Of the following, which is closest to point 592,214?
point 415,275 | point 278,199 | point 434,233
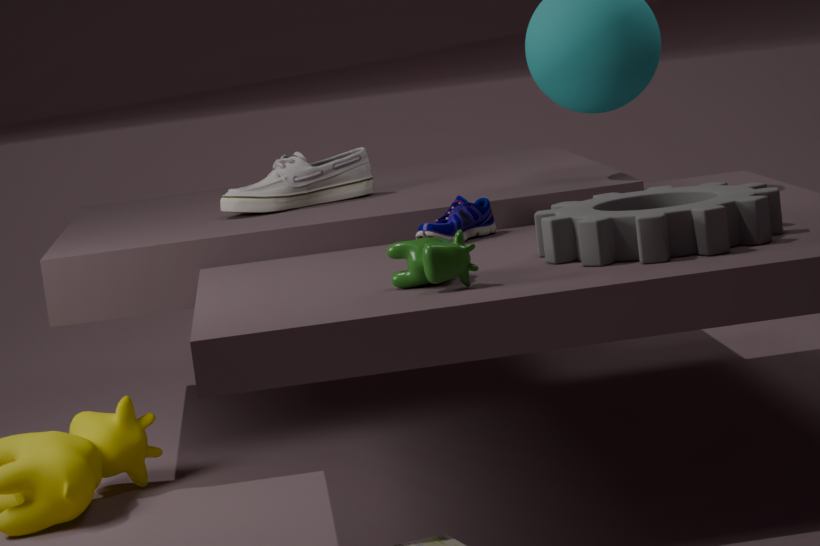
point 415,275
